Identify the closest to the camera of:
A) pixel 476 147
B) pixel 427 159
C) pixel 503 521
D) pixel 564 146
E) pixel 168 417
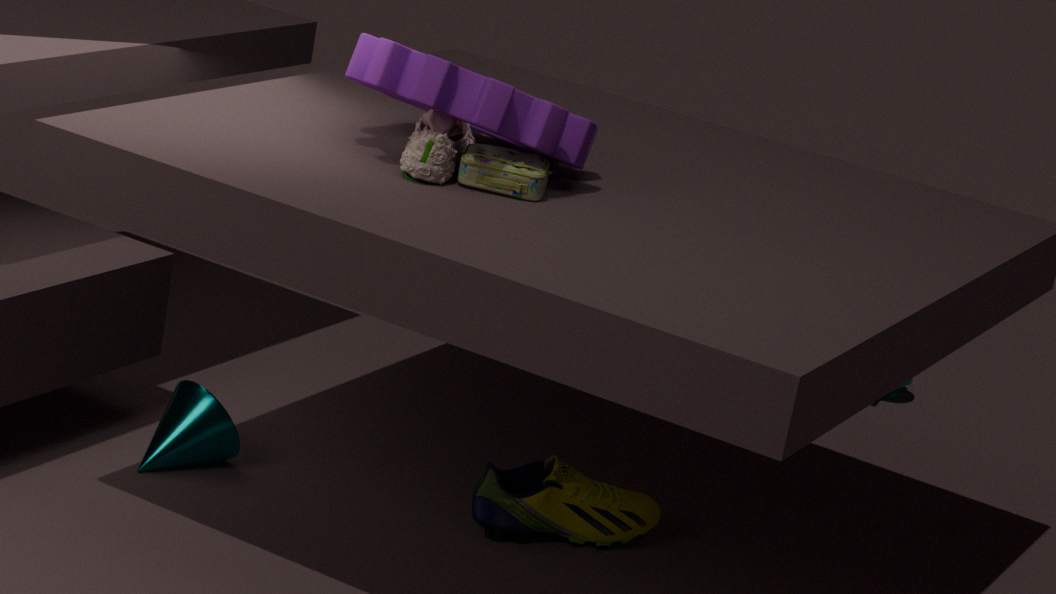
pixel 427 159
